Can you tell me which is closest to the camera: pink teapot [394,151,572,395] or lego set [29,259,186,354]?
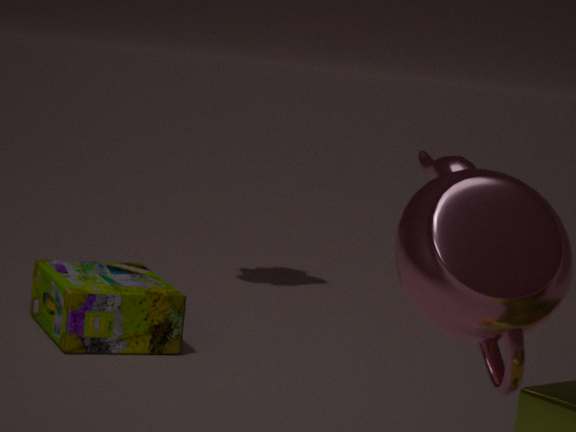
pink teapot [394,151,572,395]
